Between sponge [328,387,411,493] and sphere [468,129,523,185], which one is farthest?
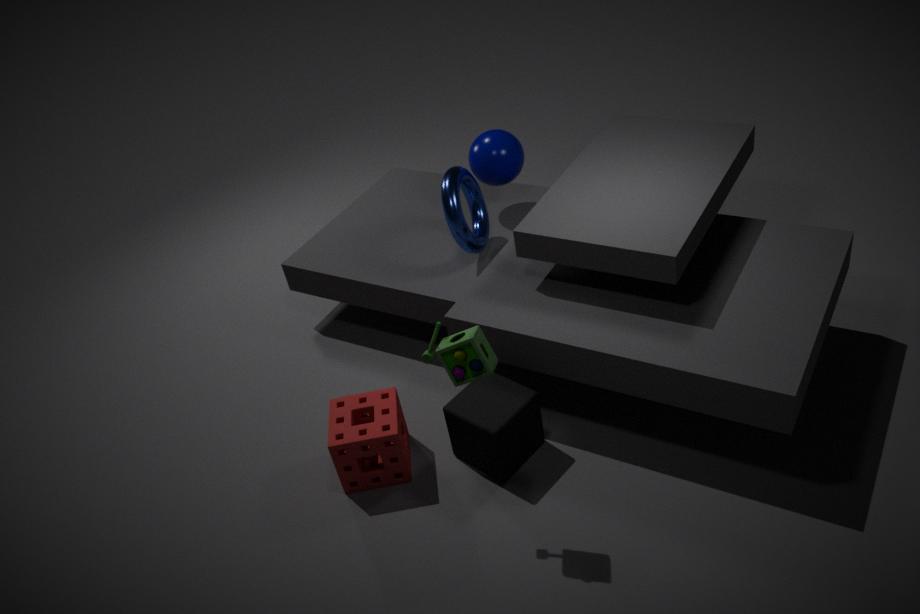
sphere [468,129,523,185]
